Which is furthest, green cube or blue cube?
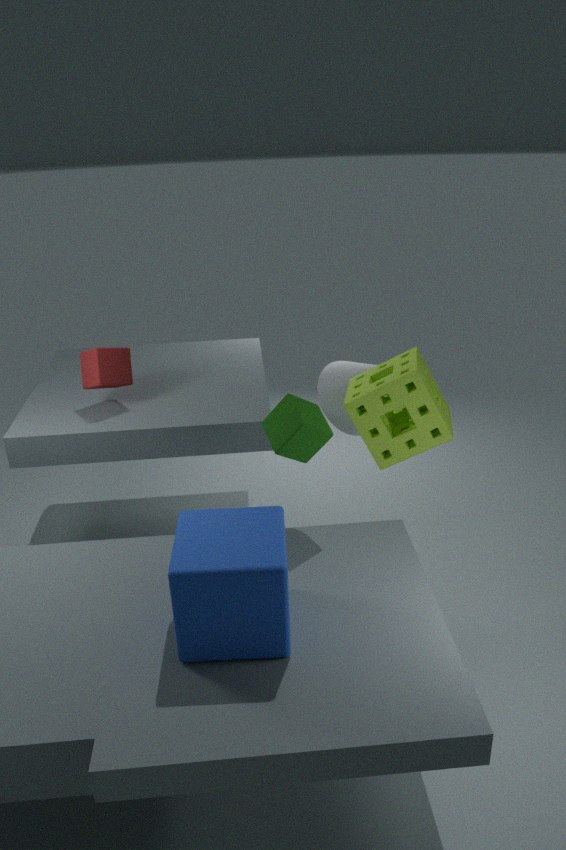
green cube
